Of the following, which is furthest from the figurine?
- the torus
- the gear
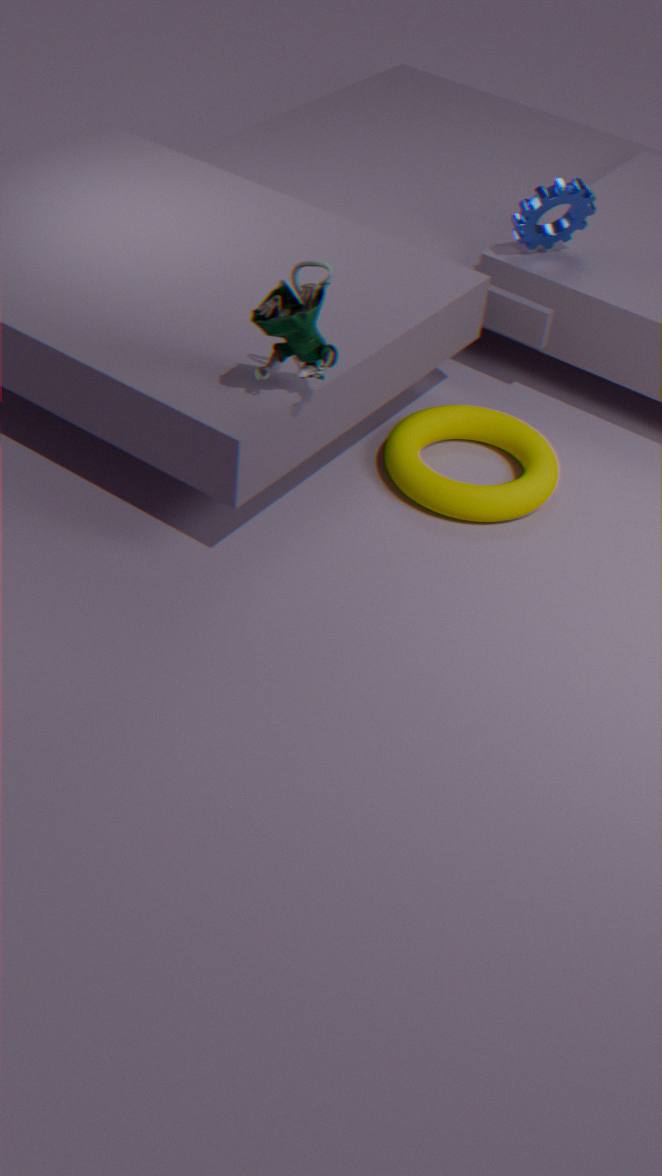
the gear
